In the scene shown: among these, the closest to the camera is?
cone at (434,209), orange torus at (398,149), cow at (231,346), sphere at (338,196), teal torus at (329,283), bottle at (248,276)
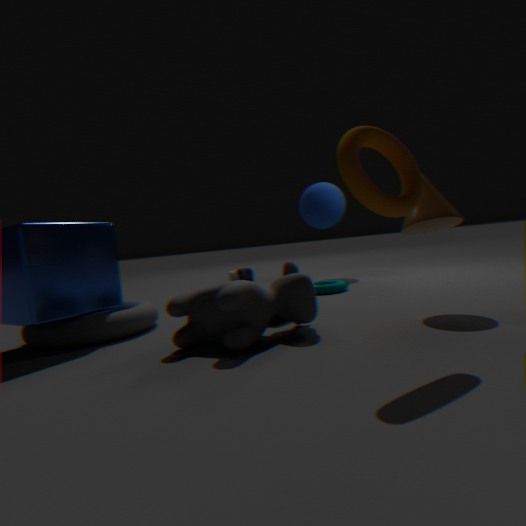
orange torus at (398,149)
